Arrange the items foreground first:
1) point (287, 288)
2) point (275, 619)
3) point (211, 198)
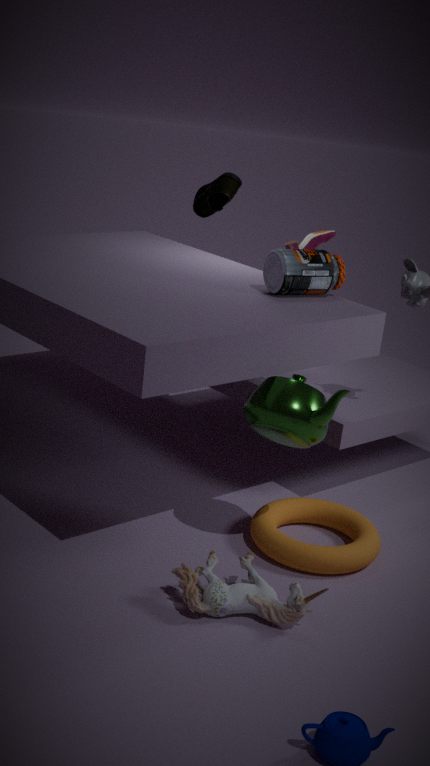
2. point (275, 619) < 1. point (287, 288) < 3. point (211, 198)
